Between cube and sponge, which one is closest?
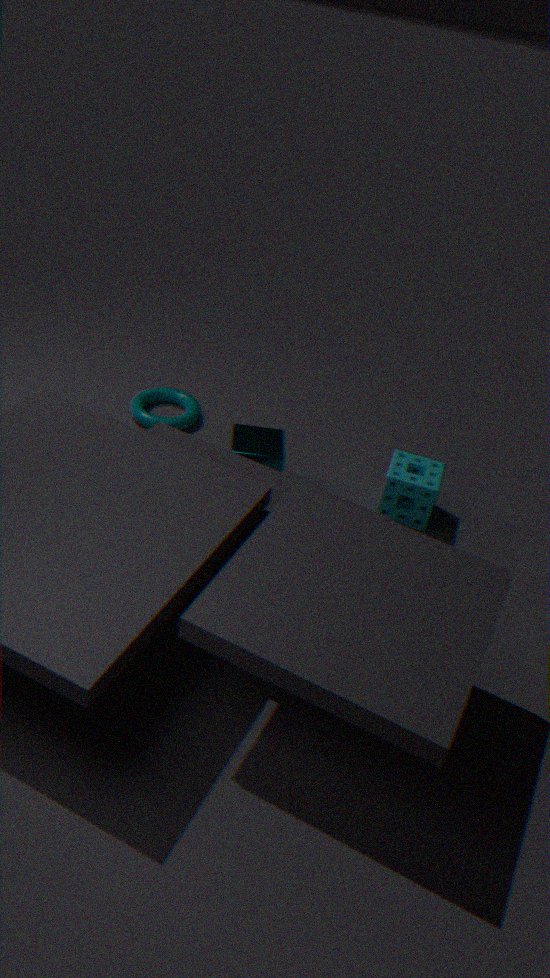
cube
